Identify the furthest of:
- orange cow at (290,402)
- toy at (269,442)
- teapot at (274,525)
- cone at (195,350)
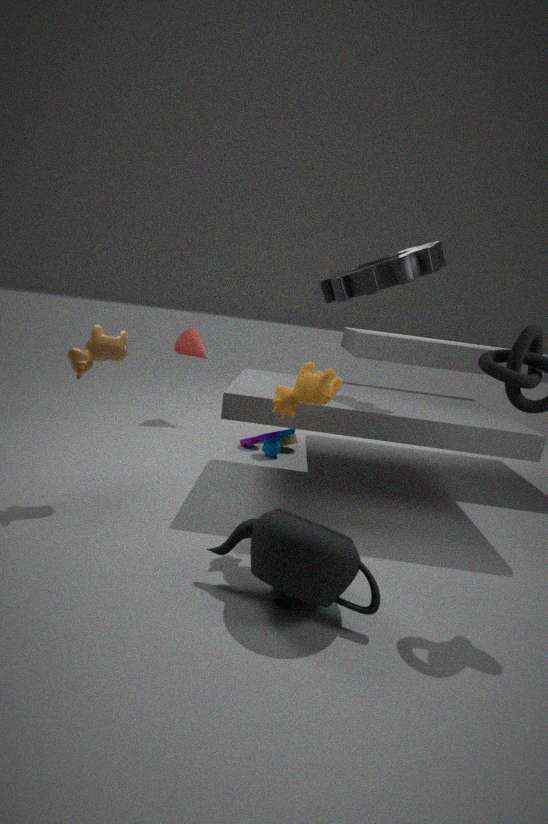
cone at (195,350)
